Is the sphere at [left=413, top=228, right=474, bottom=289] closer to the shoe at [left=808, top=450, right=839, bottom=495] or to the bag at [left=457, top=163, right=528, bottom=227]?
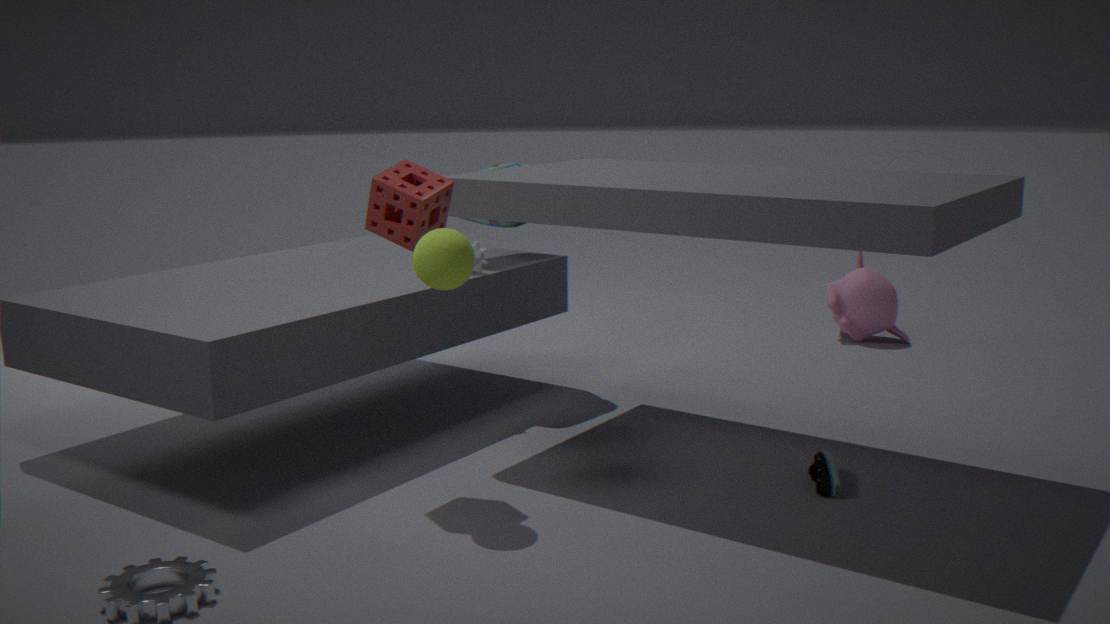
the bag at [left=457, top=163, right=528, bottom=227]
